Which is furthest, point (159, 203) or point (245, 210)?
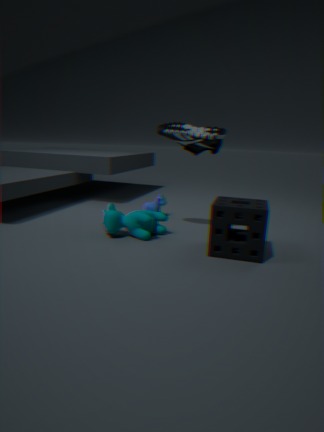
point (159, 203)
